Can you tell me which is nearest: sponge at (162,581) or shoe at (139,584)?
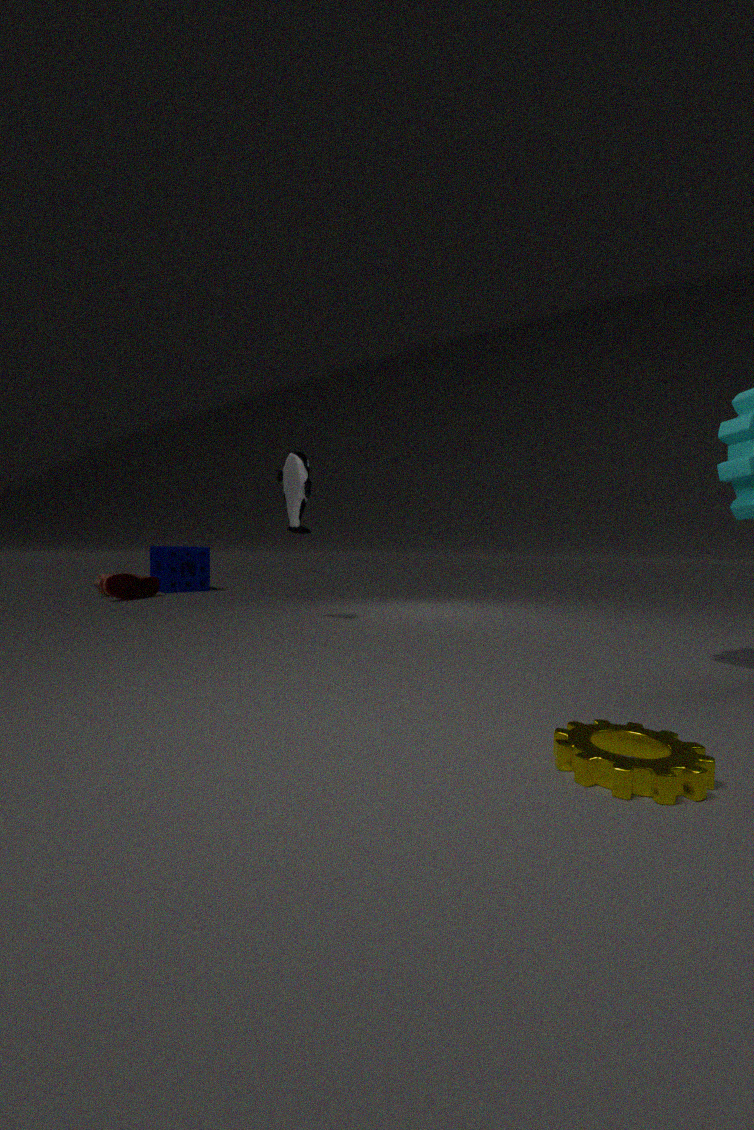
shoe at (139,584)
